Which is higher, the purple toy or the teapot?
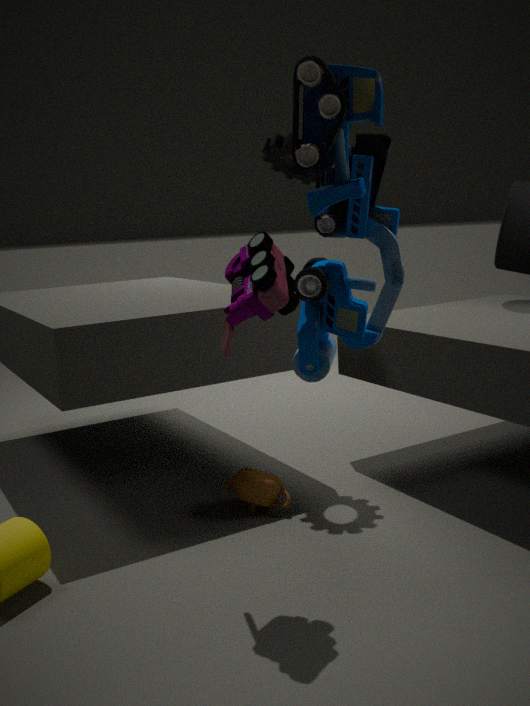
the purple toy
